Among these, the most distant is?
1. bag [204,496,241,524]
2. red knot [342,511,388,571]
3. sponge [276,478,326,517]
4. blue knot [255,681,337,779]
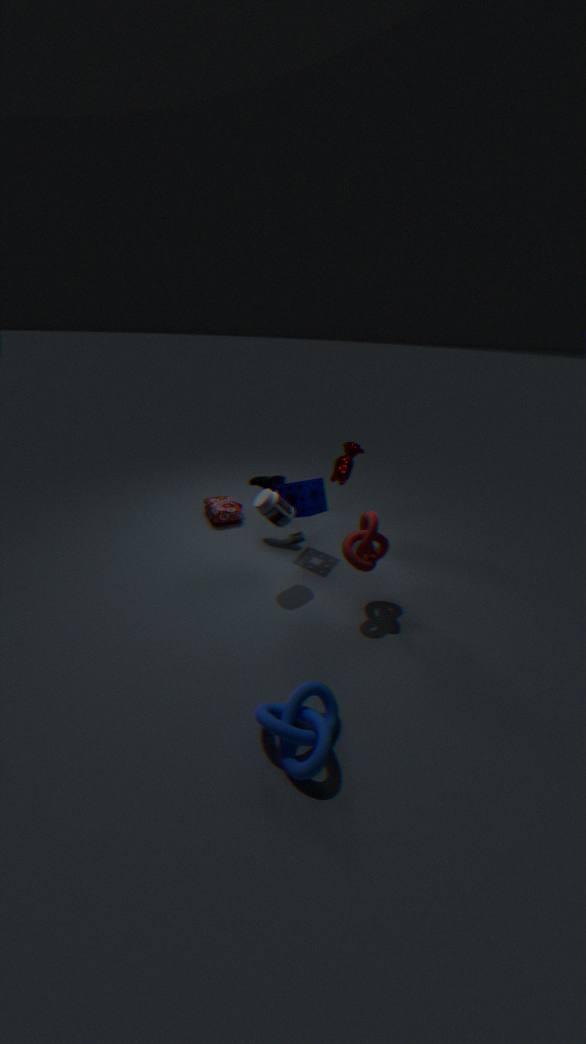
bag [204,496,241,524]
